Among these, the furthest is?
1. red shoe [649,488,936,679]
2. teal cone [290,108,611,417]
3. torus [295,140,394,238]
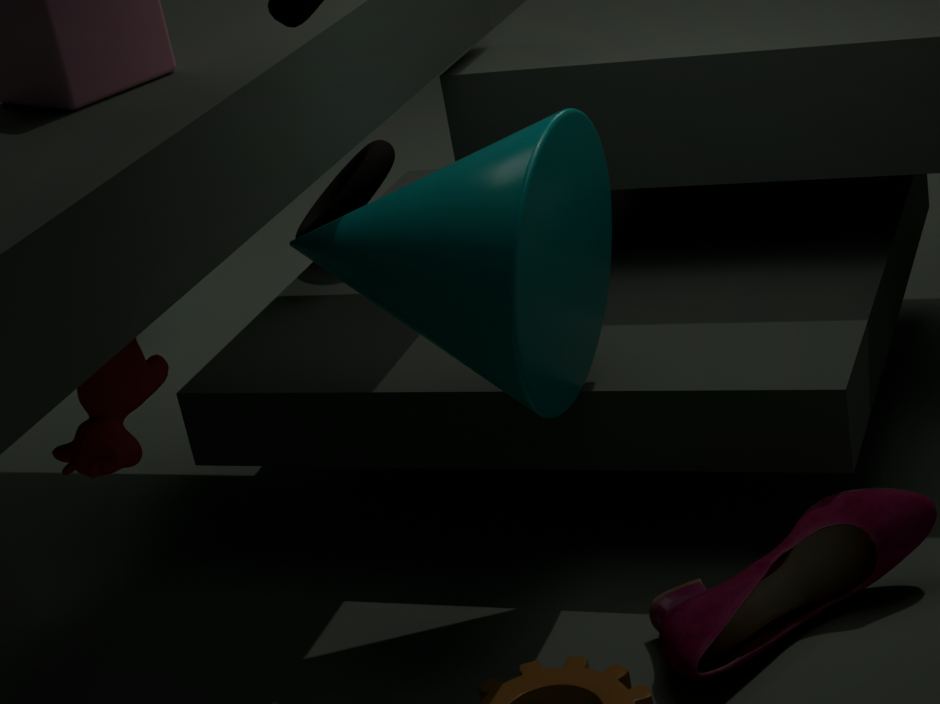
torus [295,140,394,238]
